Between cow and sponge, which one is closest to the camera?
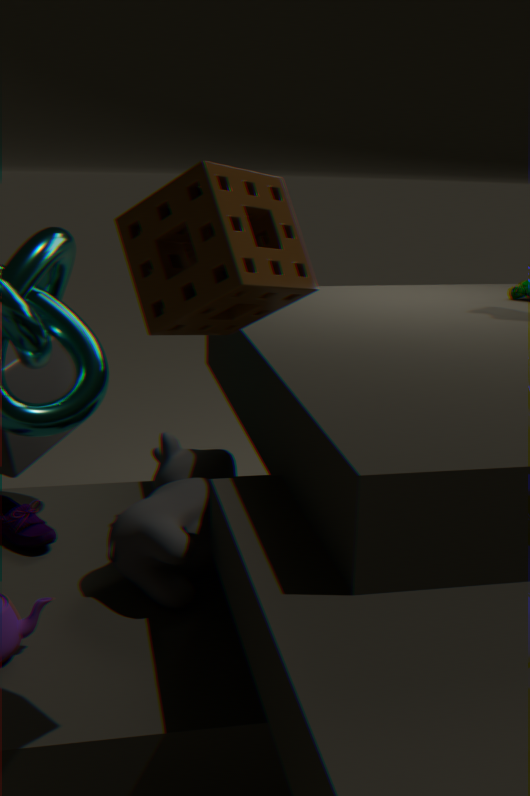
sponge
